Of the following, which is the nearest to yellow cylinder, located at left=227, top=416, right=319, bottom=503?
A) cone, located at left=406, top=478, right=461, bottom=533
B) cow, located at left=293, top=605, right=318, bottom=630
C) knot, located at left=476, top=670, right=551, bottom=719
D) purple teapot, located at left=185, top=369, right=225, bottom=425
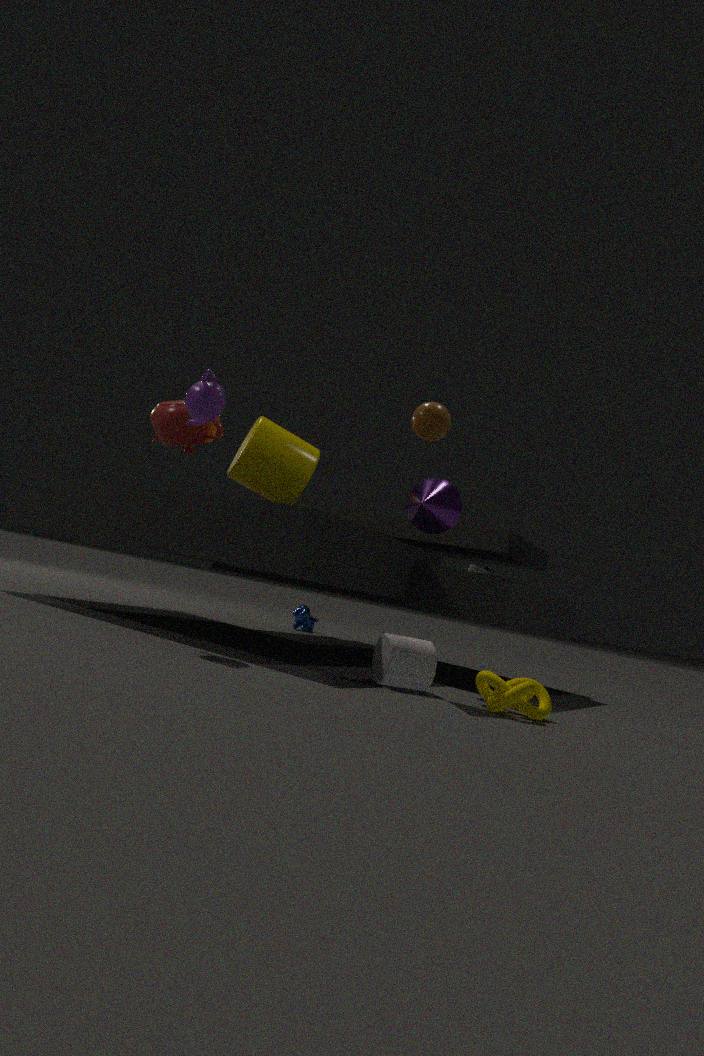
purple teapot, located at left=185, top=369, right=225, bottom=425
